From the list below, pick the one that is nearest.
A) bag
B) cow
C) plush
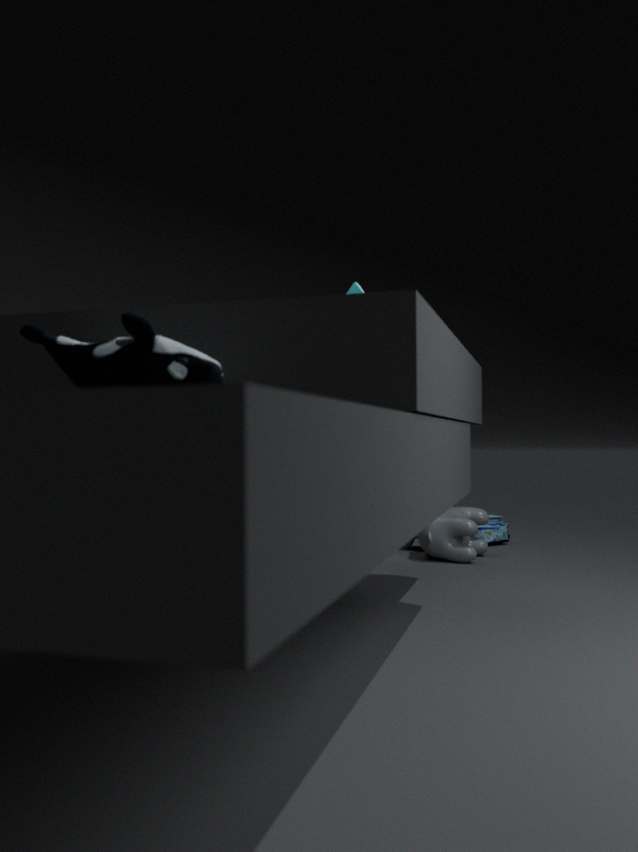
plush
